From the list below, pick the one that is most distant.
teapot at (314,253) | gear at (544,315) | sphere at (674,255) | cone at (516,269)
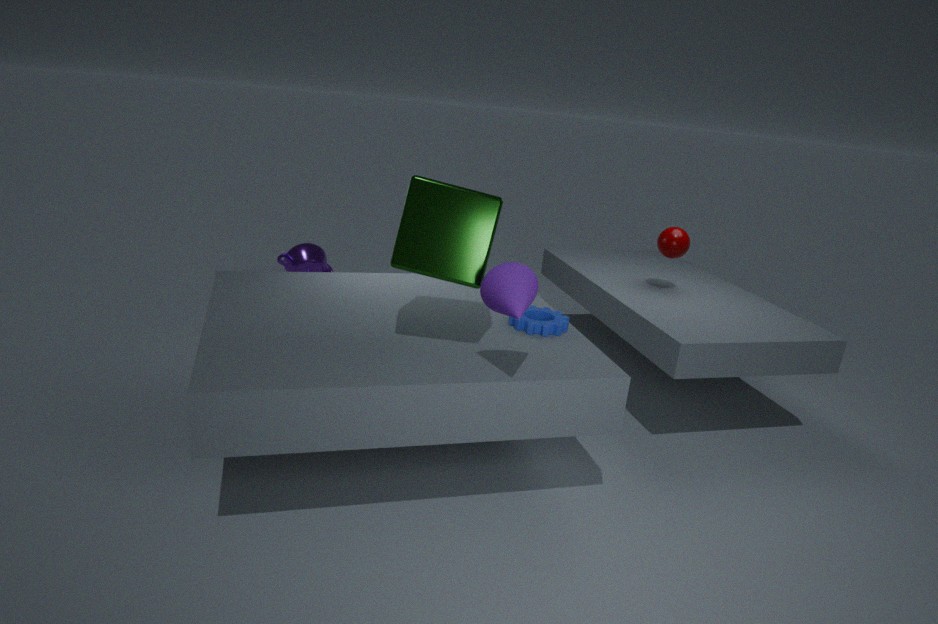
teapot at (314,253)
